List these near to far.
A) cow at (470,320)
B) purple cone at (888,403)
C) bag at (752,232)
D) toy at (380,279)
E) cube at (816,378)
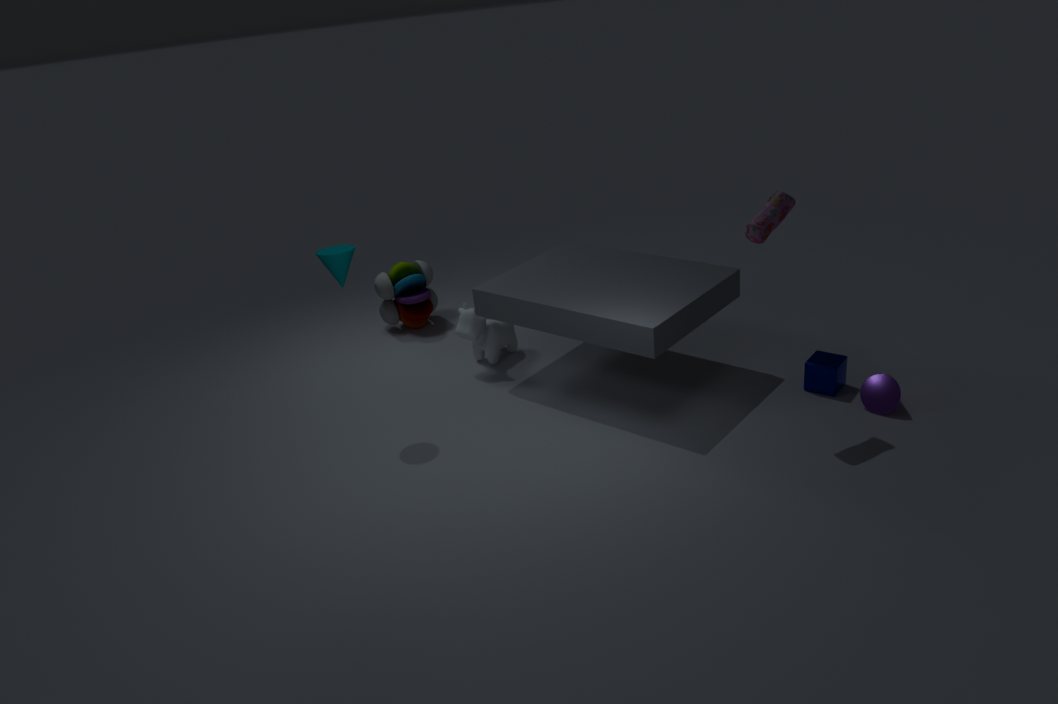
bag at (752,232)
purple cone at (888,403)
cube at (816,378)
cow at (470,320)
toy at (380,279)
